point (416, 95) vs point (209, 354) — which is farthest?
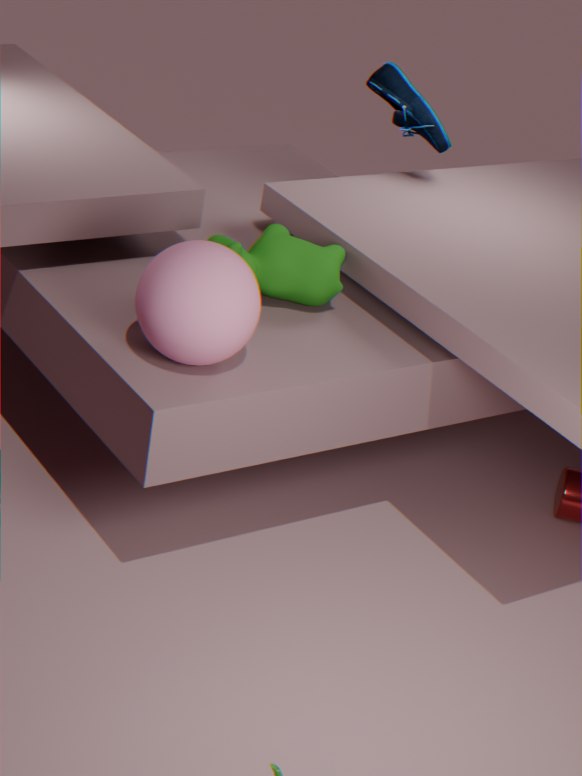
point (416, 95)
